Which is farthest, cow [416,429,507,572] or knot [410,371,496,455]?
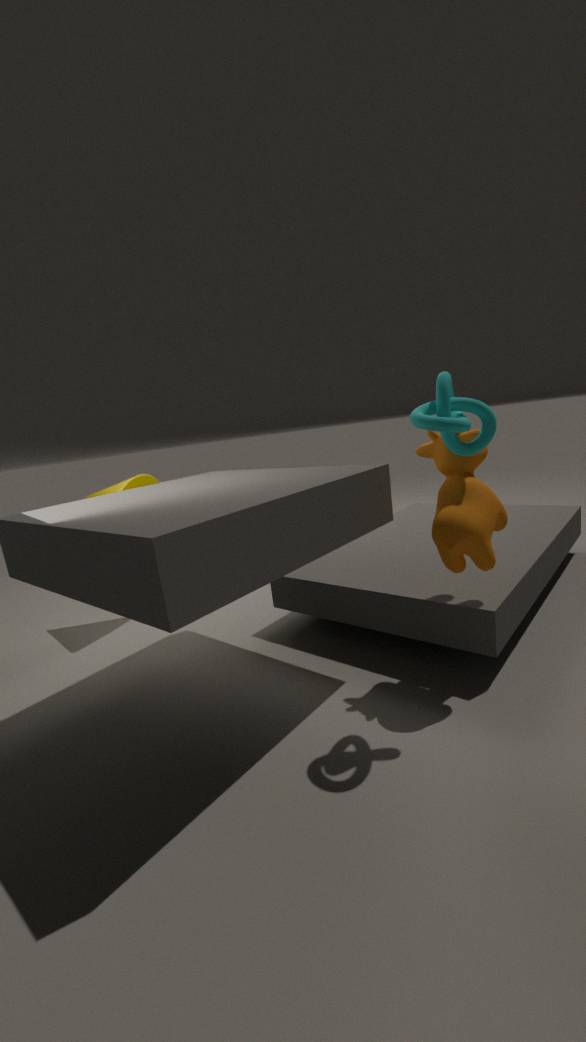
cow [416,429,507,572]
